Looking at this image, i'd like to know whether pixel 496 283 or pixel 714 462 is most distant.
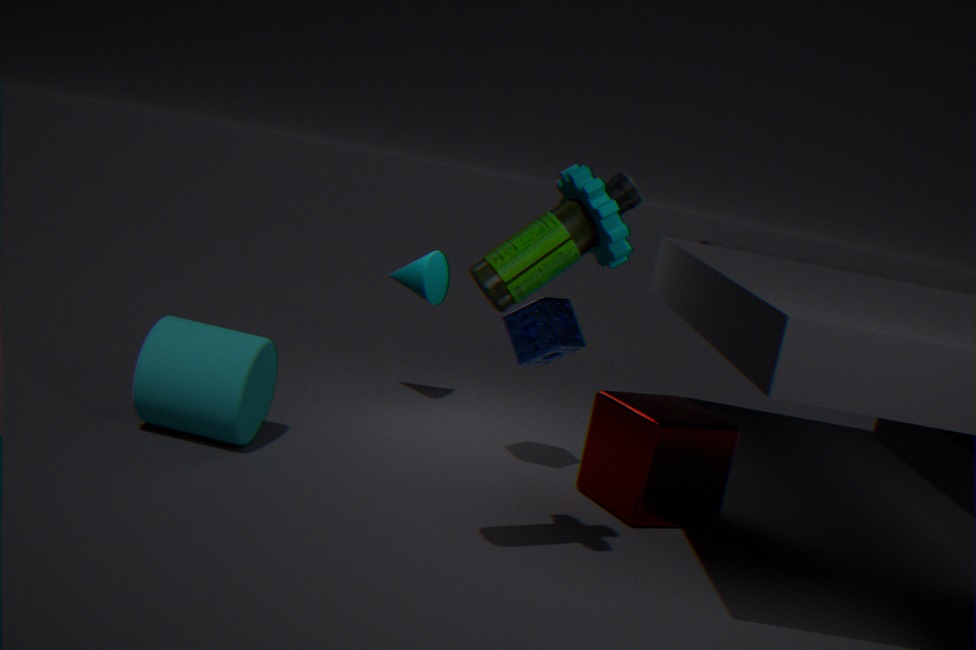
pixel 714 462
